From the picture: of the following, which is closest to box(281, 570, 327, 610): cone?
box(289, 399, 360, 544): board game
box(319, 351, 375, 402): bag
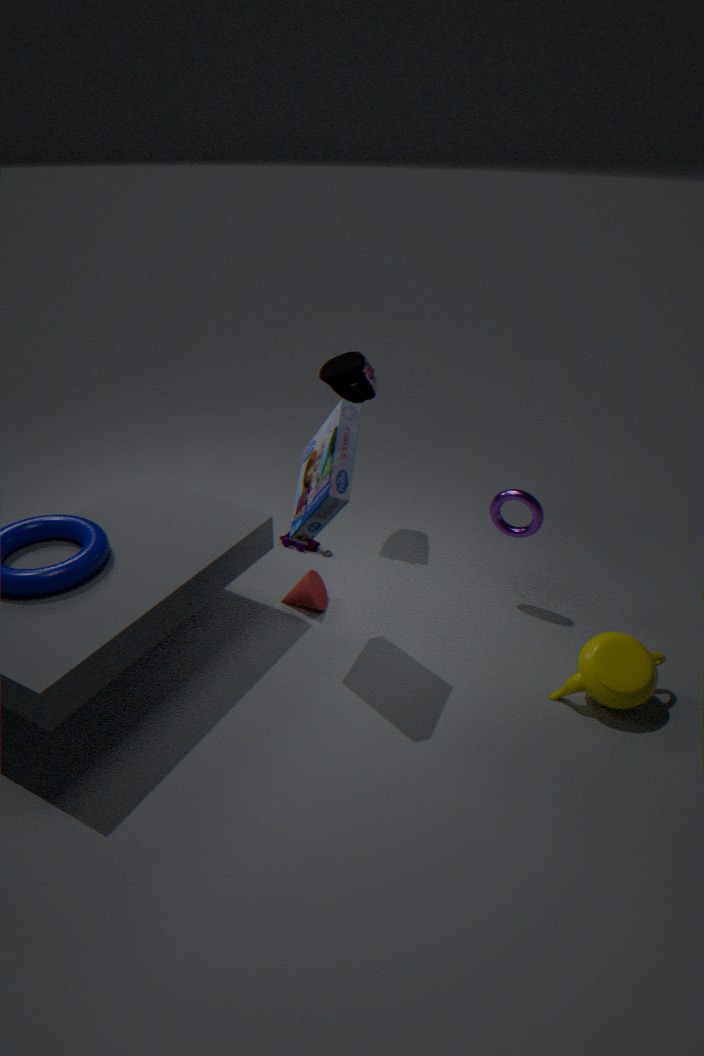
box(289, 399, 360, 544): board game
